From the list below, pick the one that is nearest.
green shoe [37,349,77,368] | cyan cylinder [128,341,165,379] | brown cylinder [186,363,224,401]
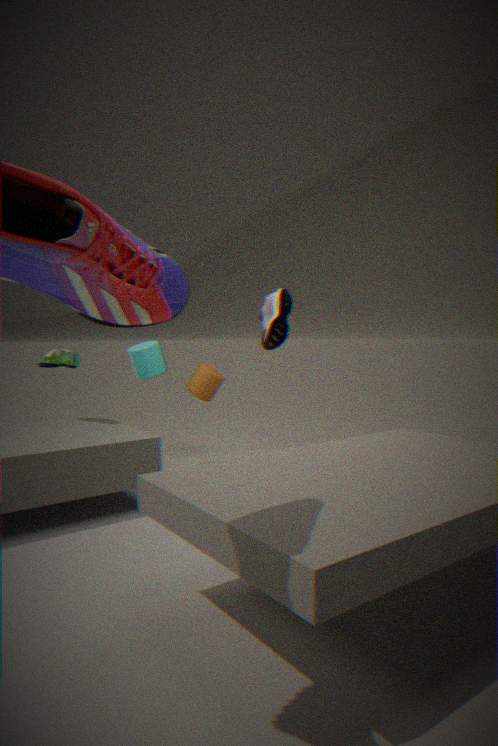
green shoe [37,349,77,368]
